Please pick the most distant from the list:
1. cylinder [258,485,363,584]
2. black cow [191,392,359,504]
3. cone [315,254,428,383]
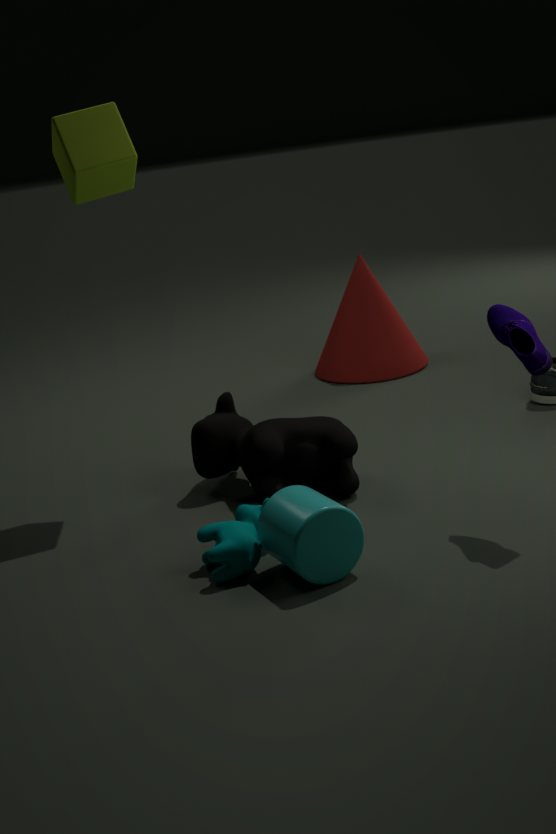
cone [315,254,428,383]
